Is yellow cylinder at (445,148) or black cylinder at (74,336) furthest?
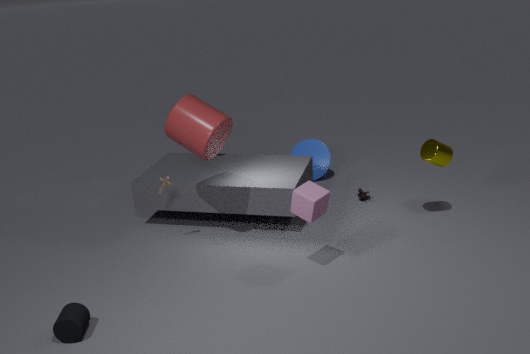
yellow cylinder at (445,148)
